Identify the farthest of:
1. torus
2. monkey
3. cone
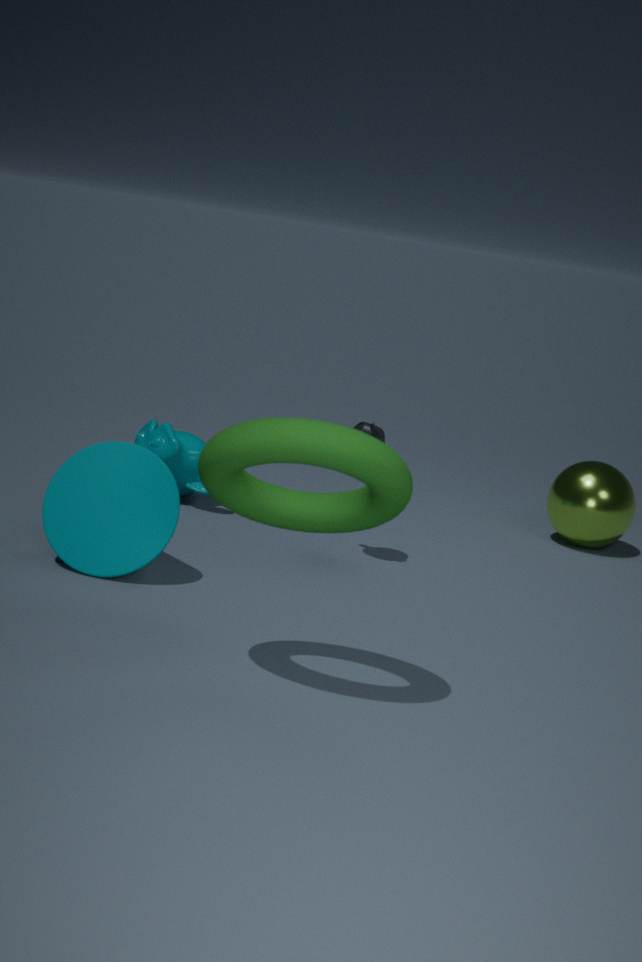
monkey
